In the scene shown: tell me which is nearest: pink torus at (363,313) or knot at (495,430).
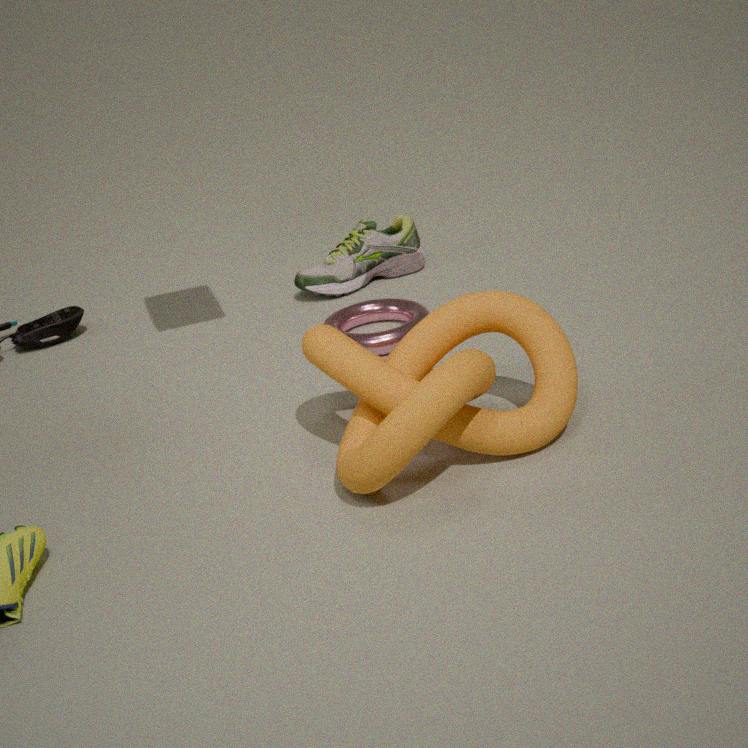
knot at (495,430)
